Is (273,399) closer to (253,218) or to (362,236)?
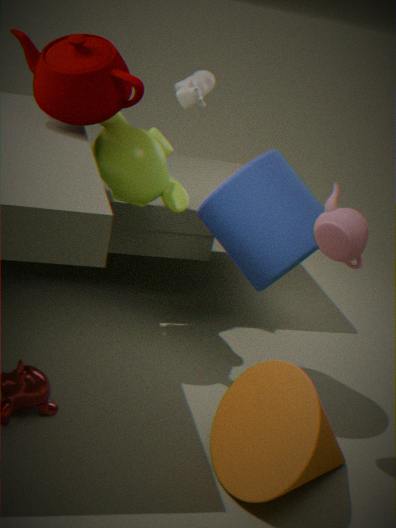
(362,236)
